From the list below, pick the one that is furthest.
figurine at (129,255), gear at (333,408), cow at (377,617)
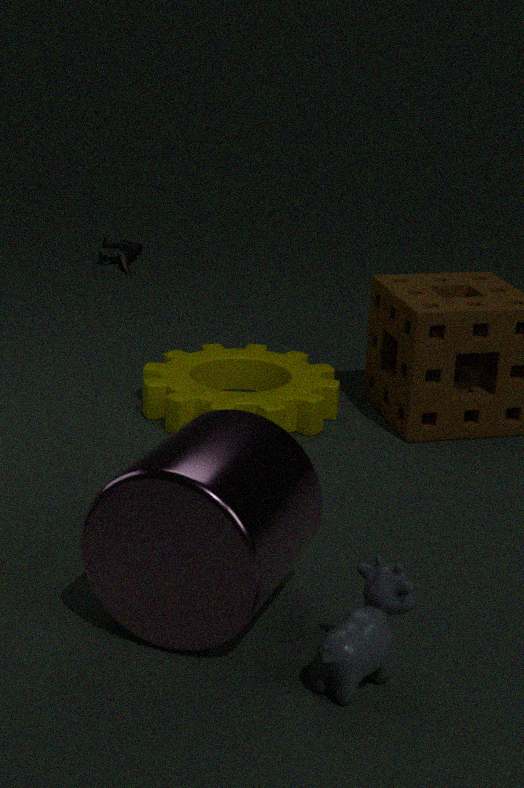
figurine at (129,255)
